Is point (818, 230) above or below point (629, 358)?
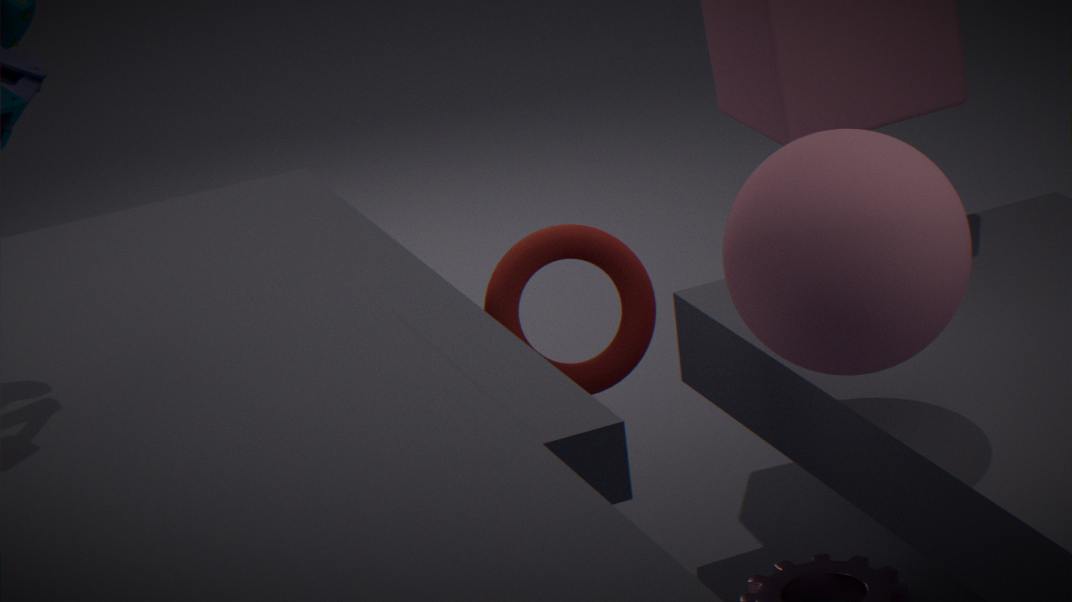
above
